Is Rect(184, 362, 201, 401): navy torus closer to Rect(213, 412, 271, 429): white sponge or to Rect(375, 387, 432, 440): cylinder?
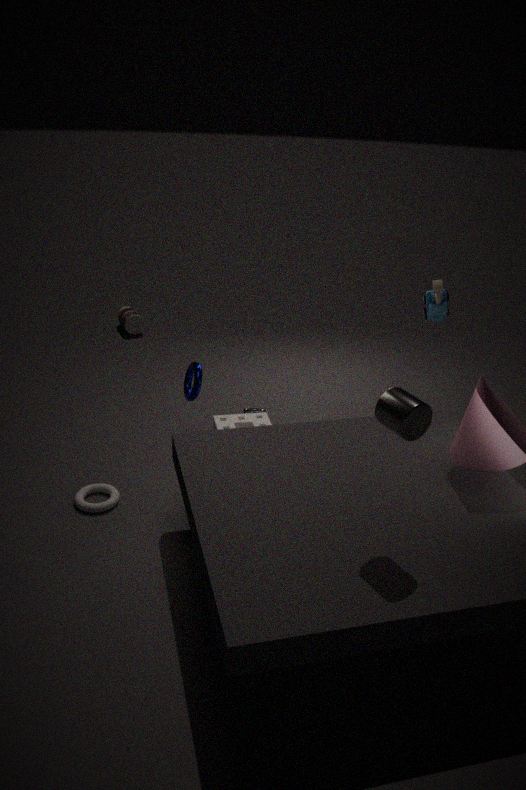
Rect(213, 412, 271, 429): white sponge
